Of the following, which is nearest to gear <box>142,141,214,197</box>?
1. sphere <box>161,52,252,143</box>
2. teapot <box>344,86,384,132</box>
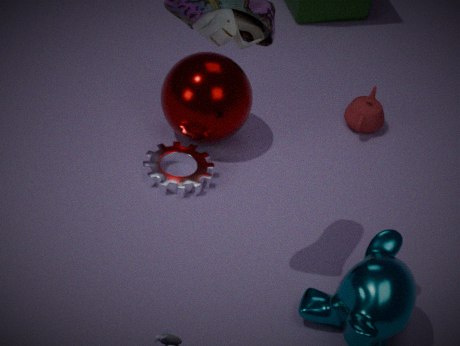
sphere <box>161,52,252,143</box>
